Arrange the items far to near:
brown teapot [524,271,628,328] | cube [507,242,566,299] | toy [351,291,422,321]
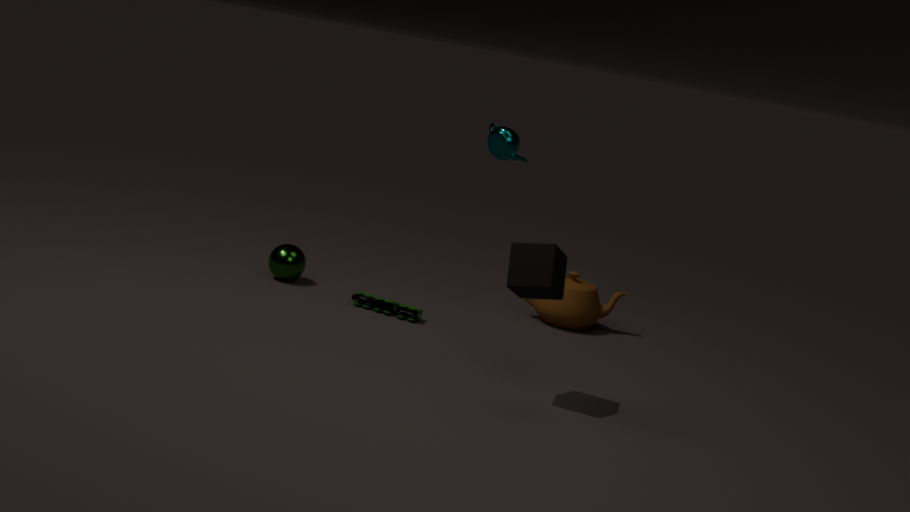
brown teapot [524,271,628,328], toy [351,291,422,321], cube [507,242,566,299]
